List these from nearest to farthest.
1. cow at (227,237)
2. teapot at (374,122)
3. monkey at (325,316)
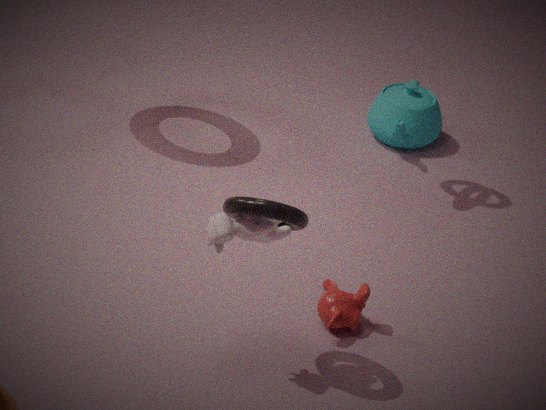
cow at (227,237) → monkey at (325,316) → teapot at (374,122)
